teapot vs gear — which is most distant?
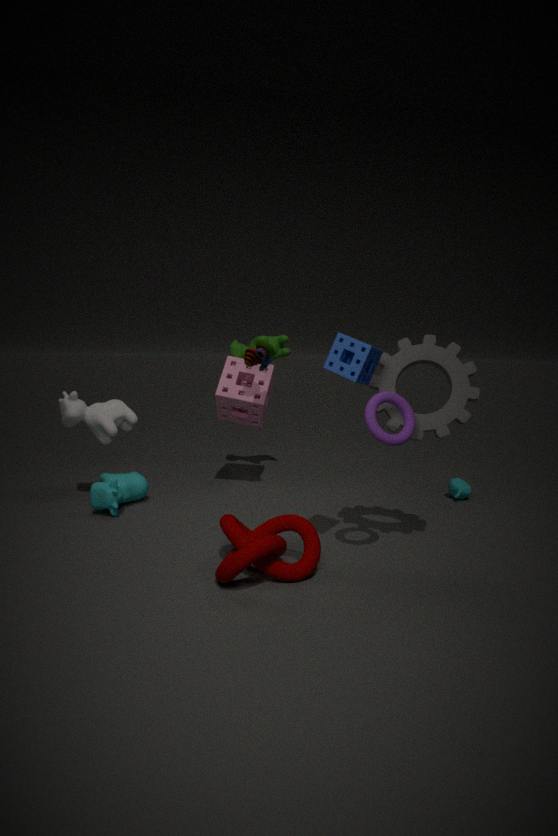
teapot
